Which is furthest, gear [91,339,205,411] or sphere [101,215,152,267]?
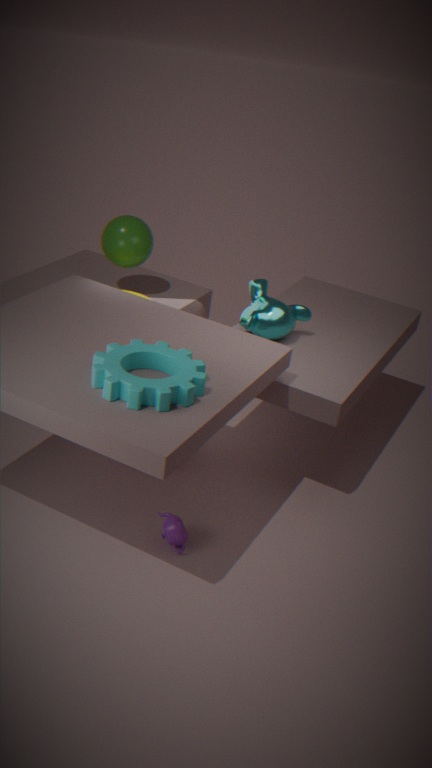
sphere [101,215,152,267]
